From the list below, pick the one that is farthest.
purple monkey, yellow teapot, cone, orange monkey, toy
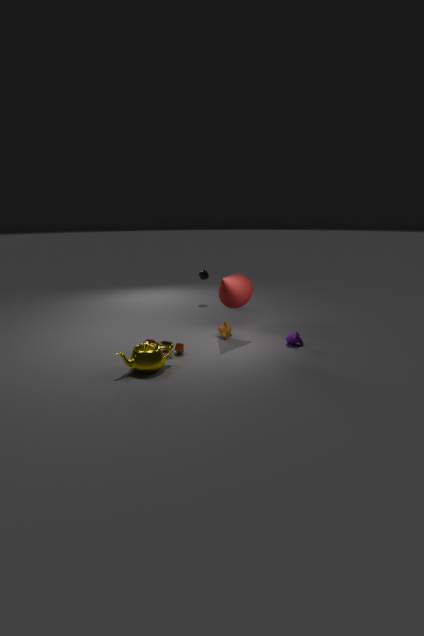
orange monkey
